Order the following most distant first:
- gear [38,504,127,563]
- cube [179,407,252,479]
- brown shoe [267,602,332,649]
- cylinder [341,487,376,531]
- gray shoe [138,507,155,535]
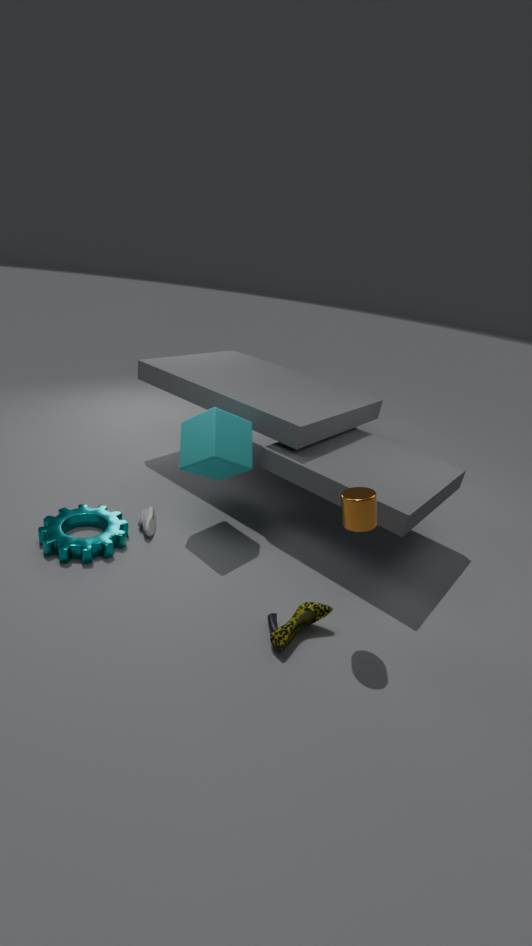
gray shoe [138,507,155,535]
cube [179,407,252,479]
gear [38,504,127,563]
brown shoe [267,602,332,649]
cylinder [341,487,376,531]
